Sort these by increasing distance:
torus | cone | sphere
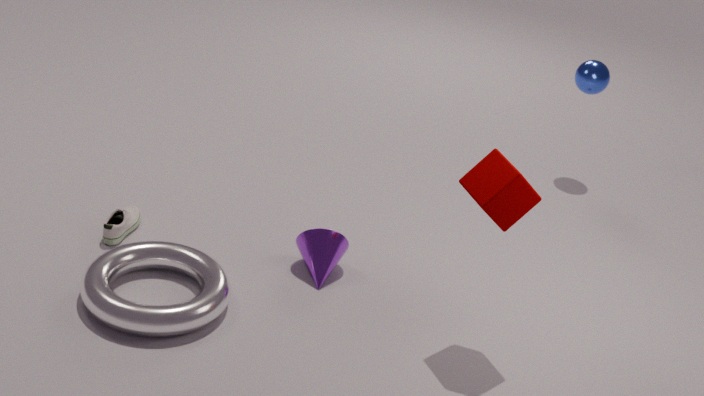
torus
cone
sphere
